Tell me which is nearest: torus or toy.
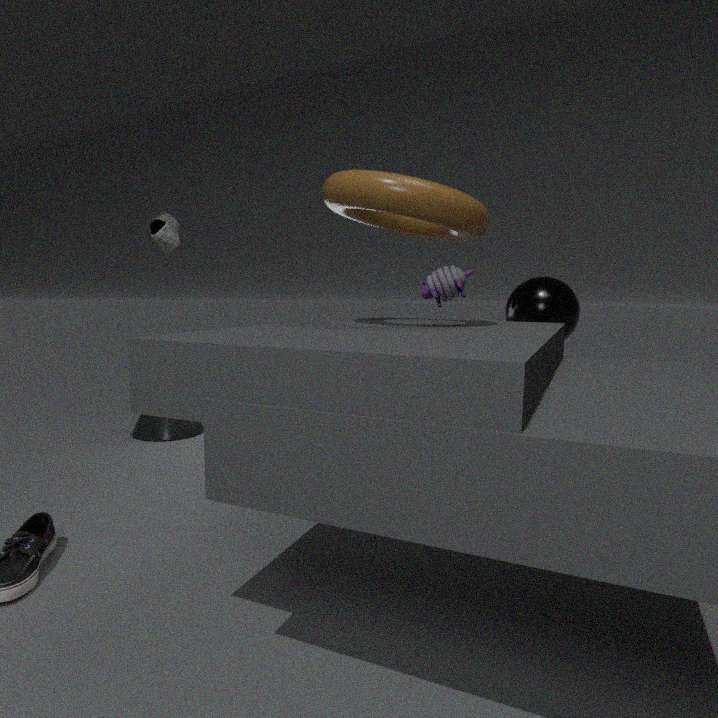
torus
